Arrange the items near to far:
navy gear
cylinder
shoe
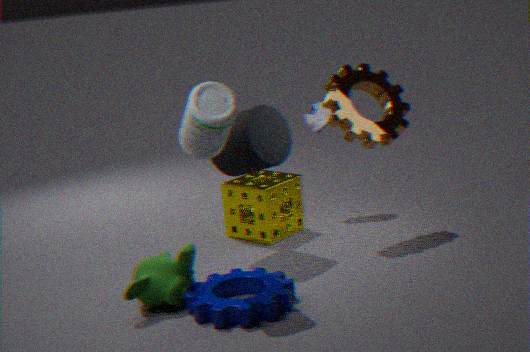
navy gear, cylinder, shoe
